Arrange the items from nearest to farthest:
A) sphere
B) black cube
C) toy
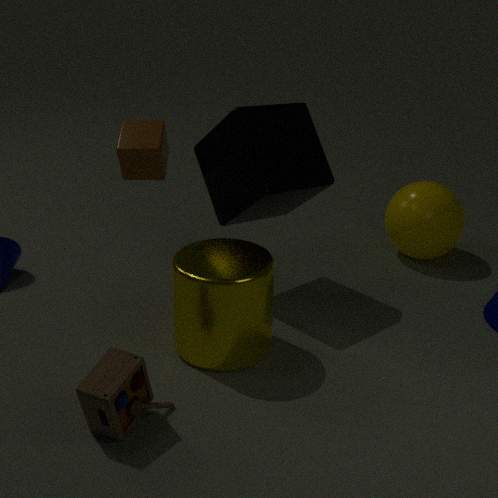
toy → black cube → sphere
